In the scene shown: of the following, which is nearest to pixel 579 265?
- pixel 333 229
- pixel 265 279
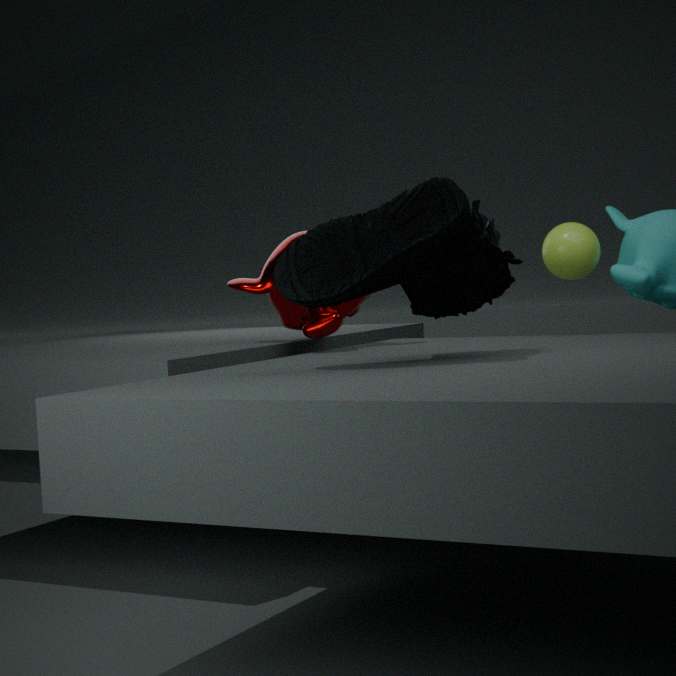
pixel 265 279
